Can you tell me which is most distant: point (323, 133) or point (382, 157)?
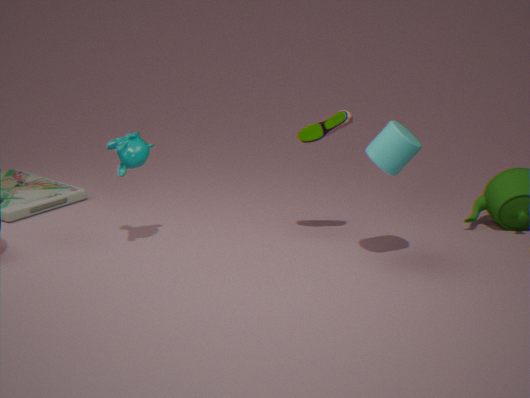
point (323, 133)
